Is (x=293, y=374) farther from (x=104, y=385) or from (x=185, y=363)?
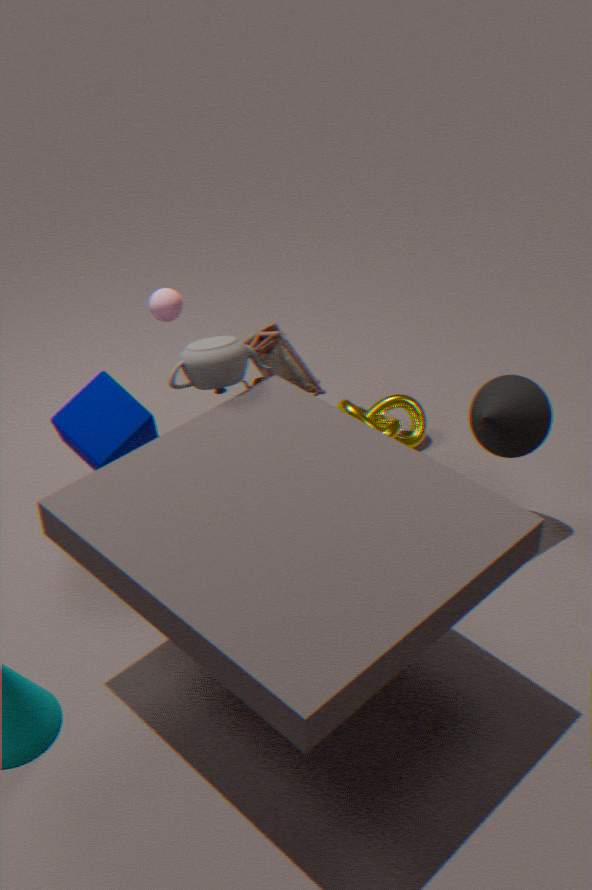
A: (x=104, y=385)
